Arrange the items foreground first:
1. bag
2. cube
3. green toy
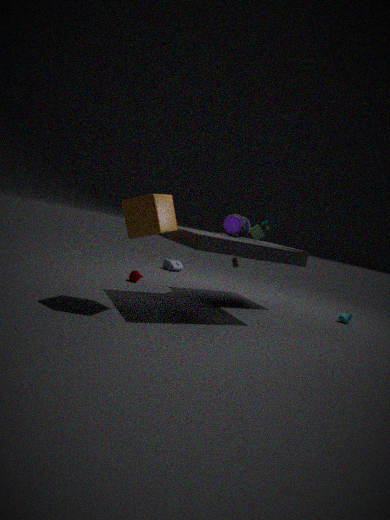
cube, green toy, bag
